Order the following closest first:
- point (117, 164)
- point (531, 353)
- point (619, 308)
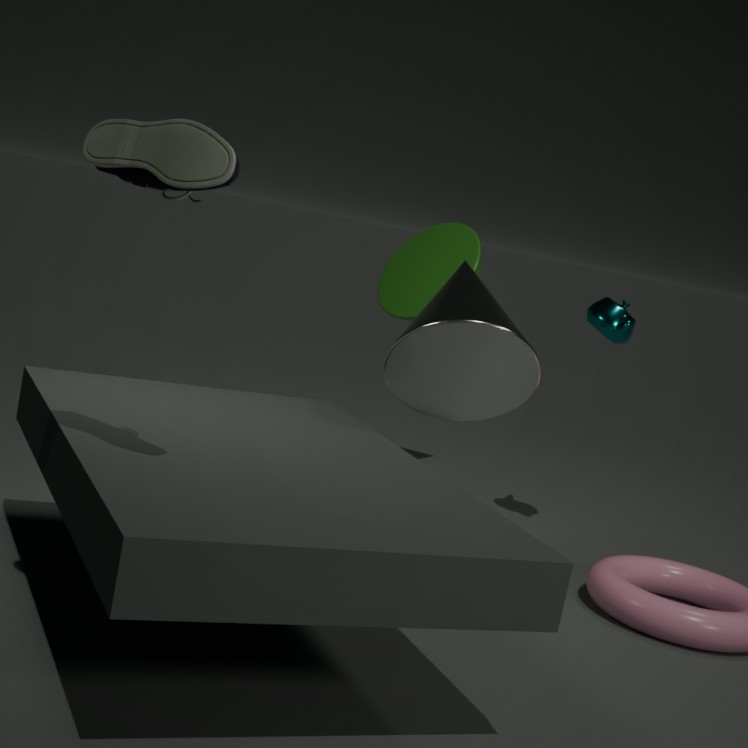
point (117, 164) < point (531, 353) < point (619, 308)
